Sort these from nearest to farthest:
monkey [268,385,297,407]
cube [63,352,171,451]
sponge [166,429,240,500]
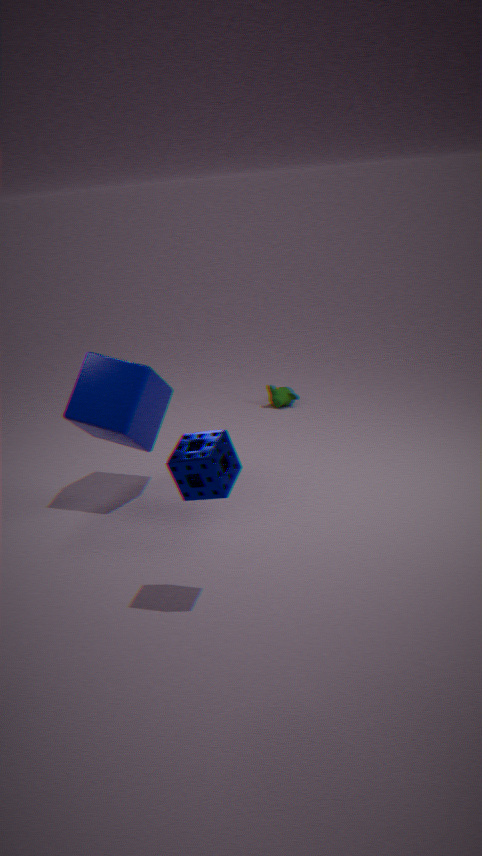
sponge [166,429,240,500] < cube [63,352,171,451] < monkey [268,385,297,407]
